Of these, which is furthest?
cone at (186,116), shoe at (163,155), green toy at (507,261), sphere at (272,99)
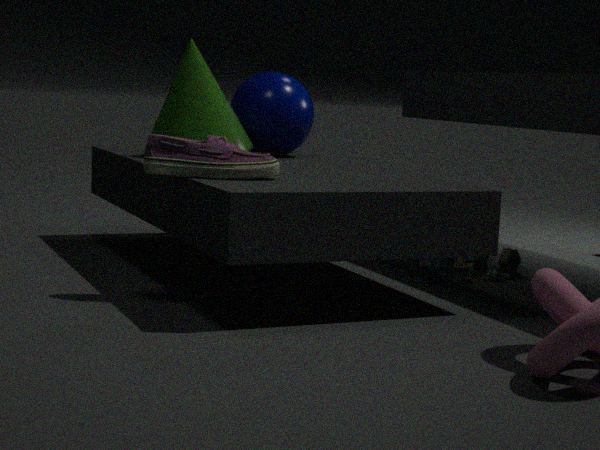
sphere at (272,99)
